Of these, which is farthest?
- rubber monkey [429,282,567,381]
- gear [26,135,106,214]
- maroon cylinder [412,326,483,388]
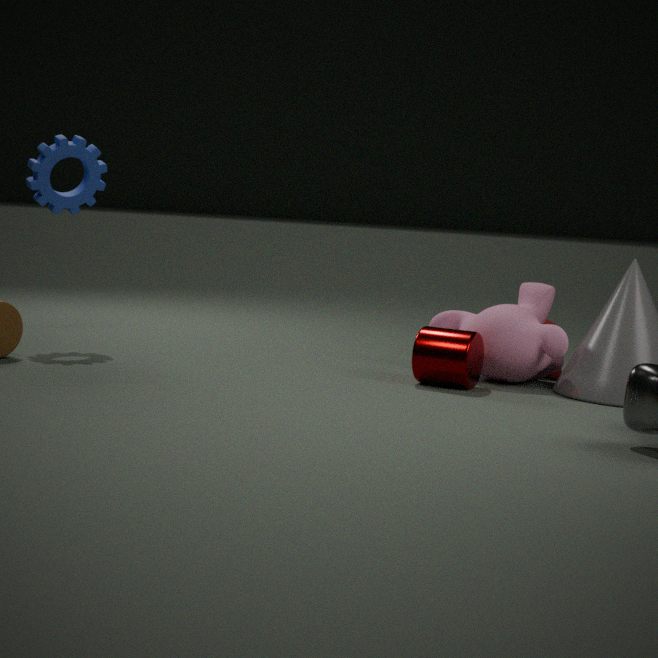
gear [26,135,106,214]
